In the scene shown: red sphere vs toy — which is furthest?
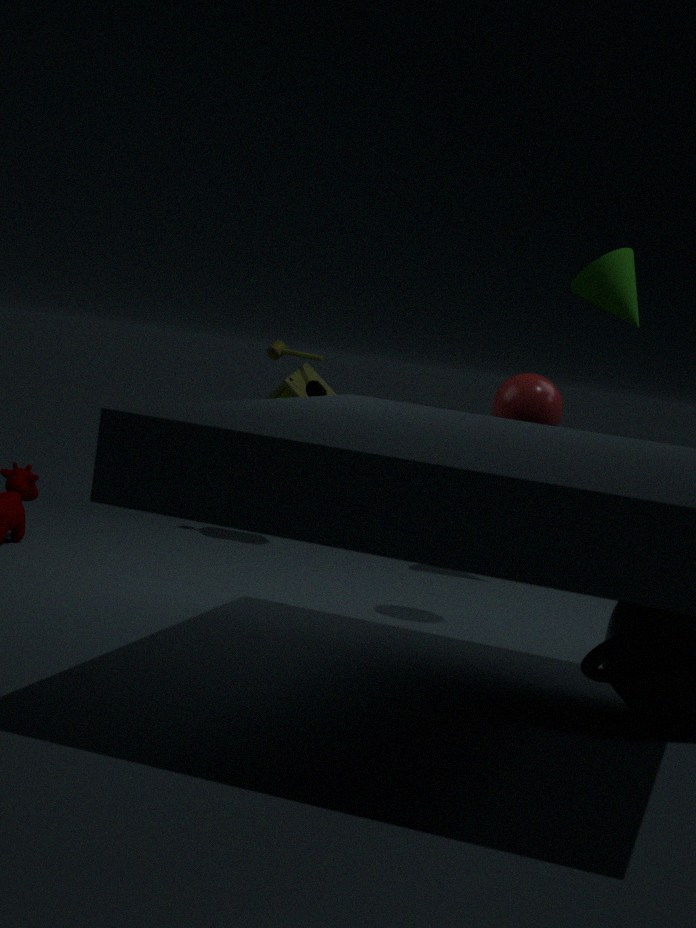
toy
